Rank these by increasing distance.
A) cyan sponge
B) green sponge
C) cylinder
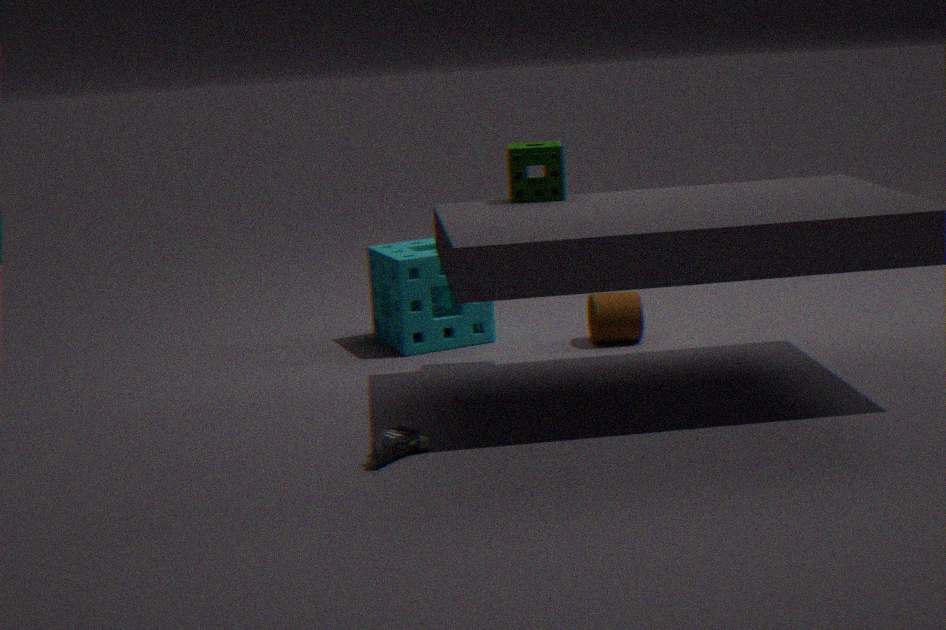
green sponge < cylinder < cyan sponge
